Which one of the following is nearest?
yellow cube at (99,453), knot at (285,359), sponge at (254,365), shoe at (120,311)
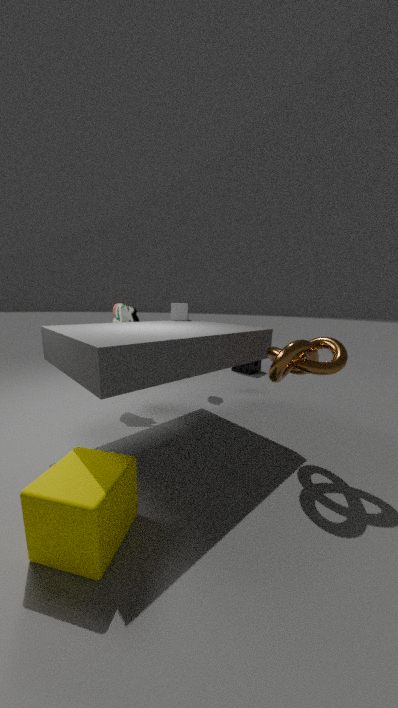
yellow cube at (99,453)
